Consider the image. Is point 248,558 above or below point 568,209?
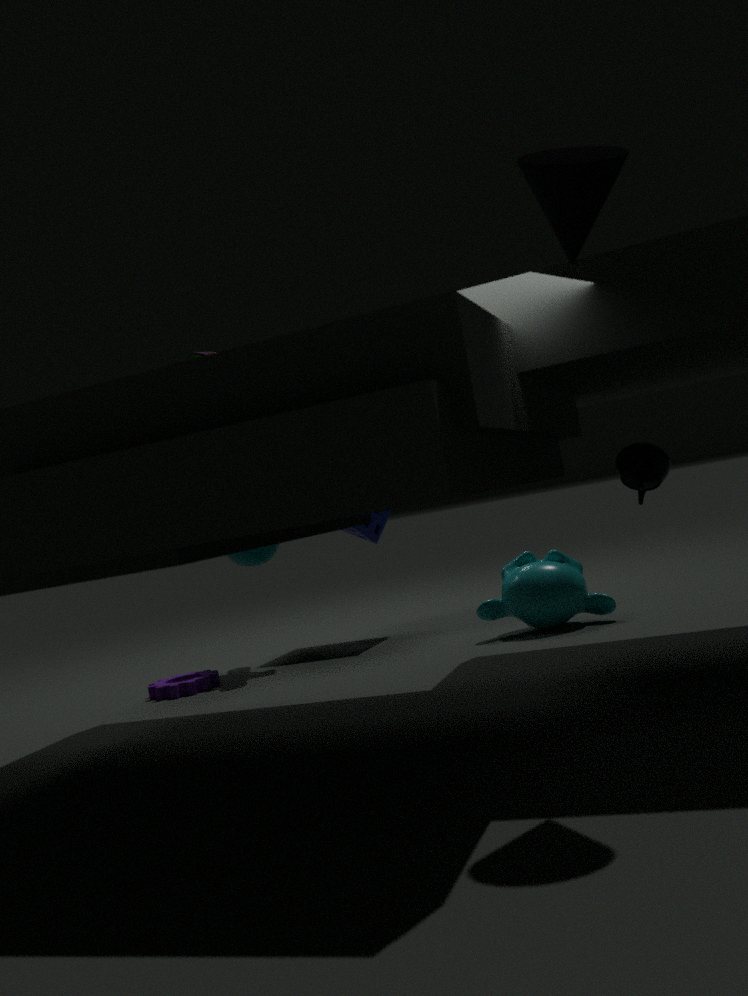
below
